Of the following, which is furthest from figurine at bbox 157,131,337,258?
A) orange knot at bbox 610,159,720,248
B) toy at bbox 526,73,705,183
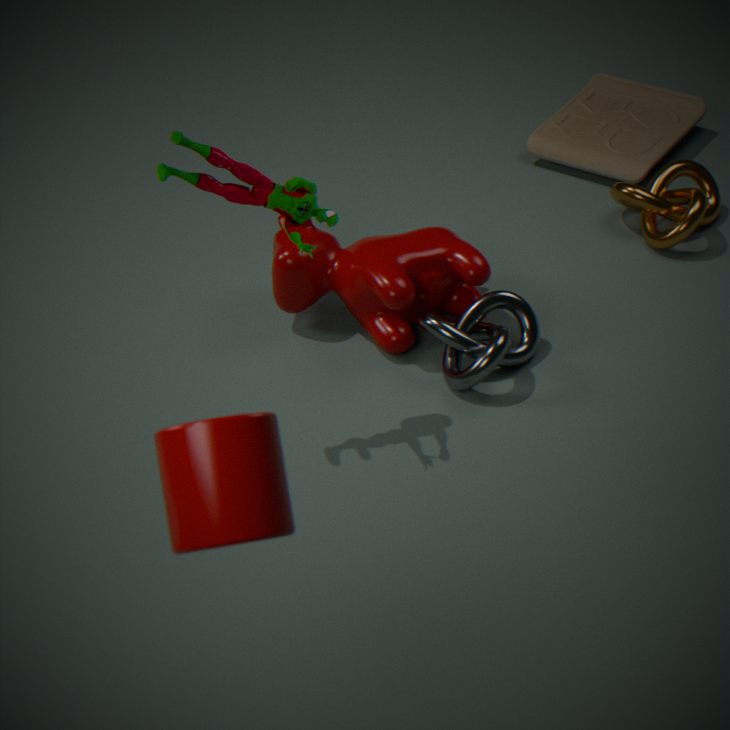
toy at bbox 526,73,705,183
